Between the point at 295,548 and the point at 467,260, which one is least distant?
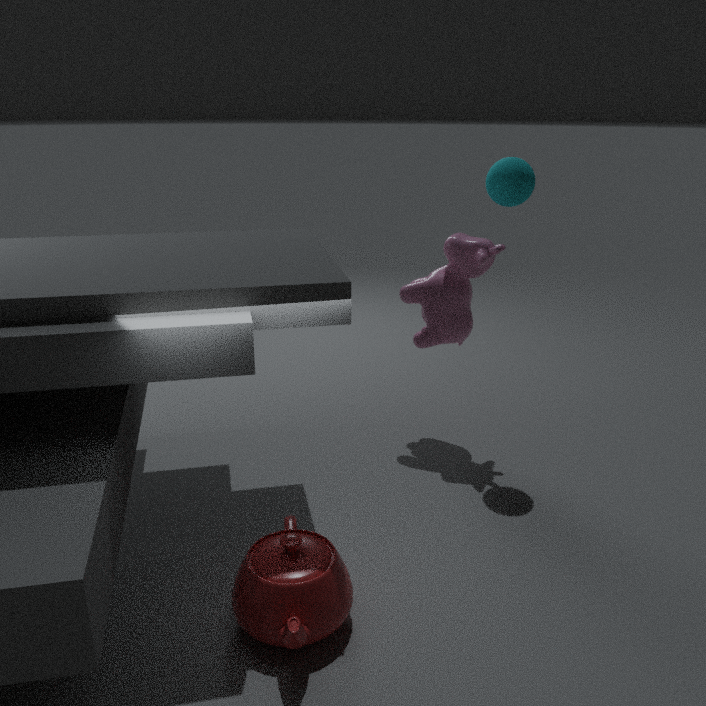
the point at 295,548
